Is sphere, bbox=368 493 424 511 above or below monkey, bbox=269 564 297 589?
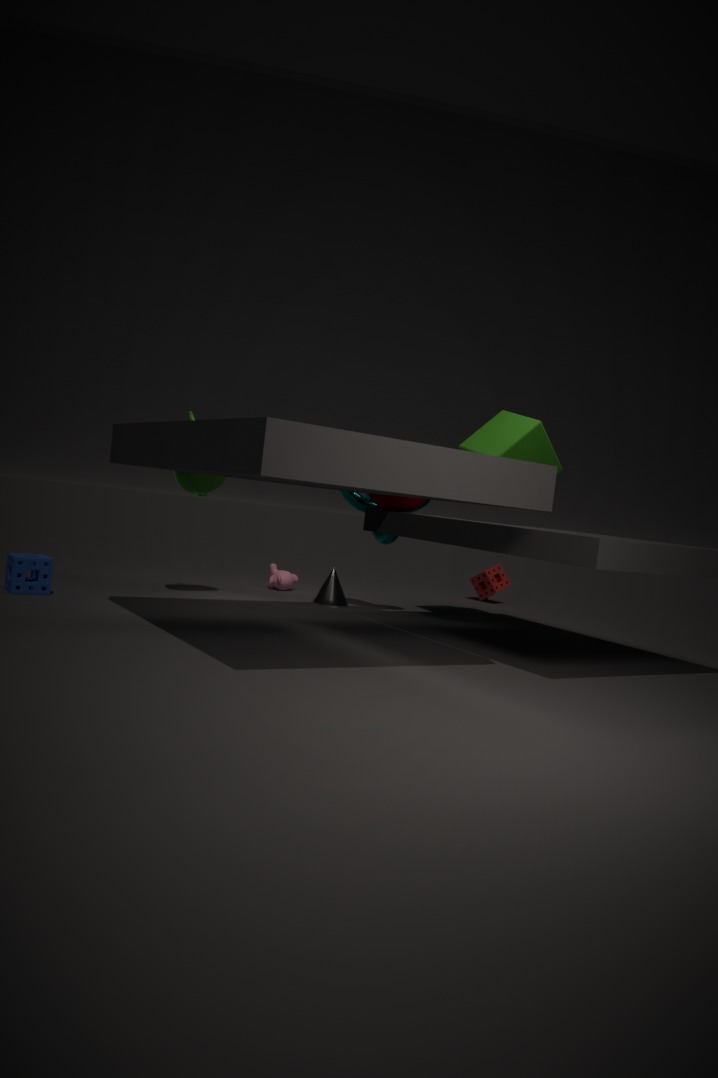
above
